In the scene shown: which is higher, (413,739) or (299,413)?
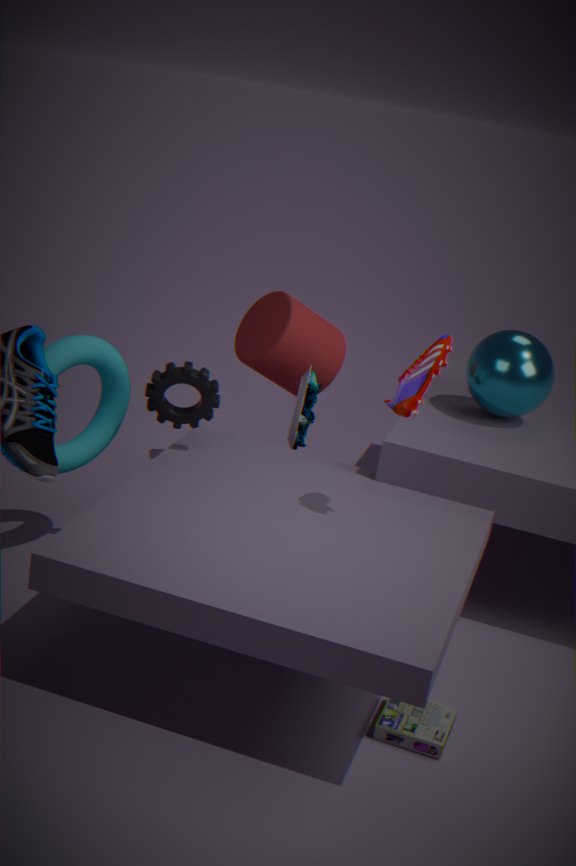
(299,413)
